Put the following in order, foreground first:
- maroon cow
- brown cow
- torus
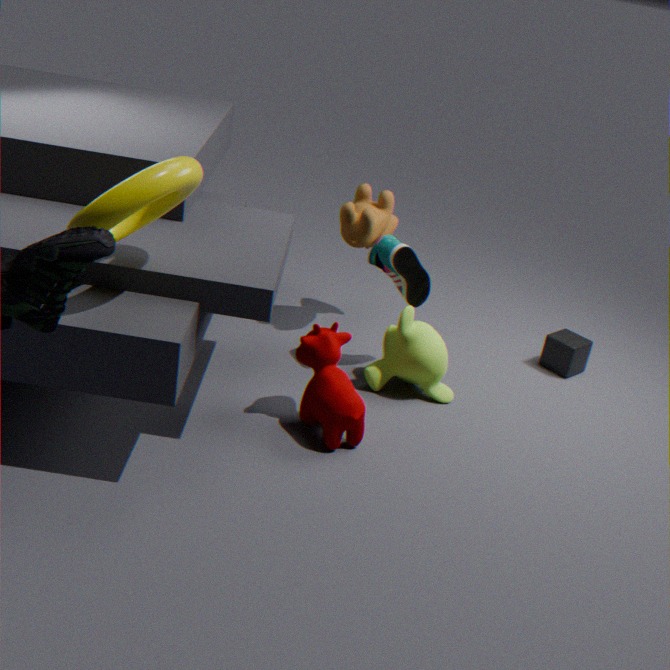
torus
maroon cow
brown cow
